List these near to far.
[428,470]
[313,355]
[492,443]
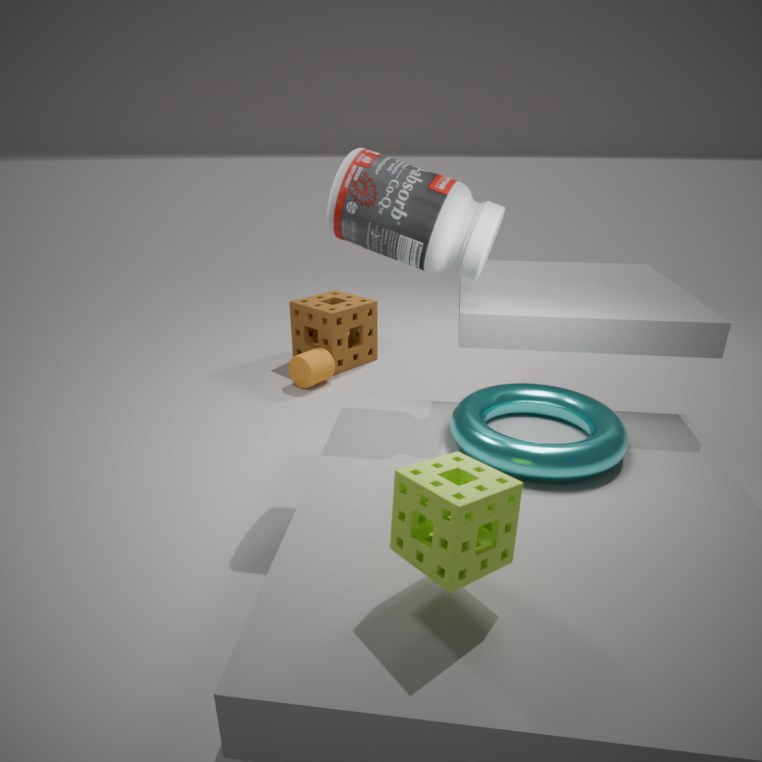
1. [428,470]
2. [492,443]
3. [313,355]
